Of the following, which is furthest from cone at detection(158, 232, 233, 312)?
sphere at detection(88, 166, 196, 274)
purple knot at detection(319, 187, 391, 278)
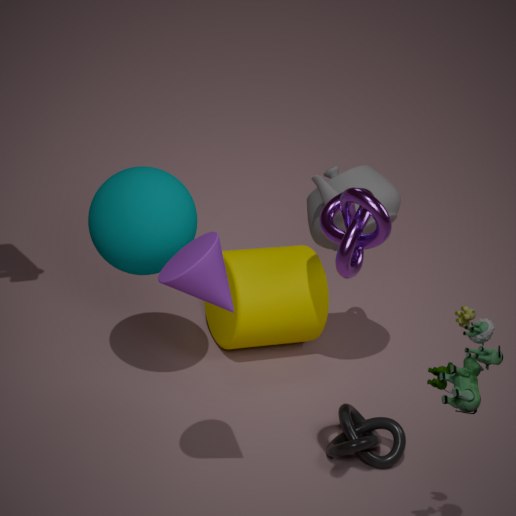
sphere at detection(88, 166, 196, 274)
